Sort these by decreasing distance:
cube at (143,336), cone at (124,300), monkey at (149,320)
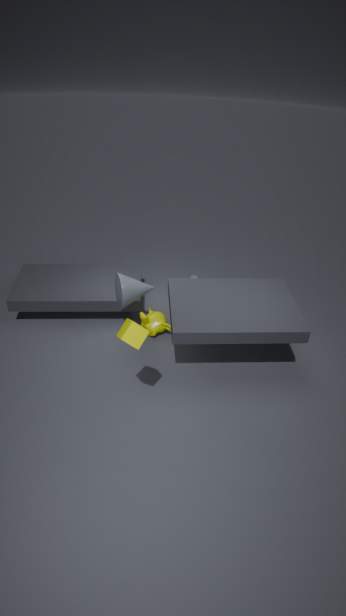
monkey at (149,320) < cone at (124,300) < cube at (143,336)
